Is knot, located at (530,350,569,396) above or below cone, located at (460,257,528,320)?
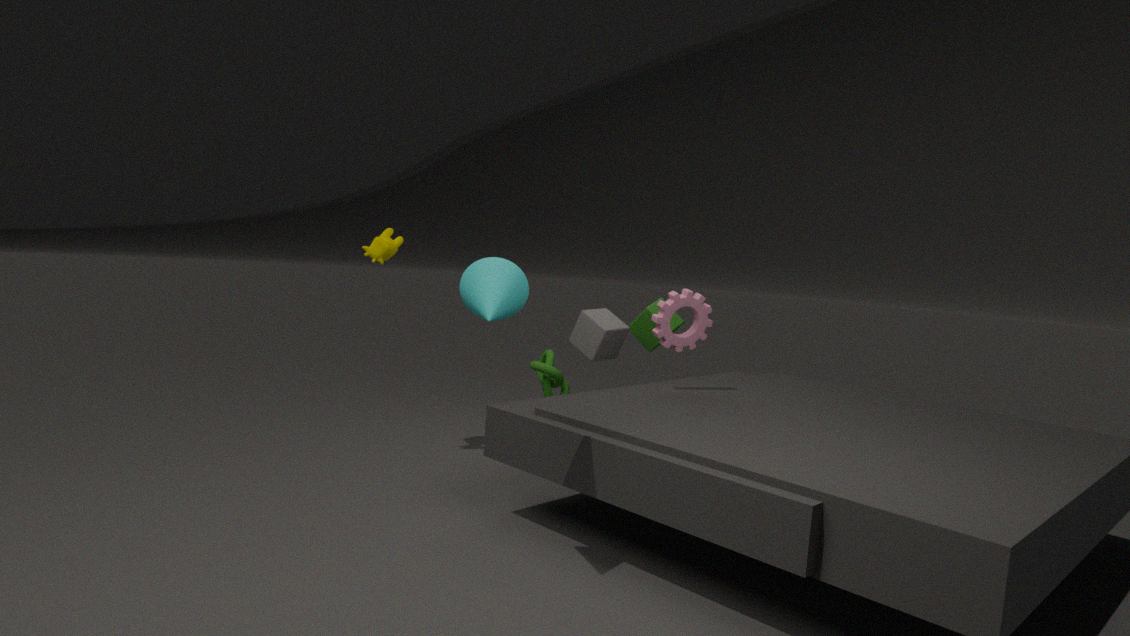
below
